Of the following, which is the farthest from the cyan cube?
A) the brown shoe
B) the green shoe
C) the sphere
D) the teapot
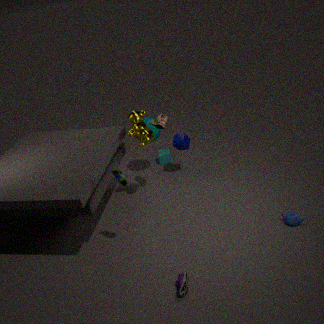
the teapot
